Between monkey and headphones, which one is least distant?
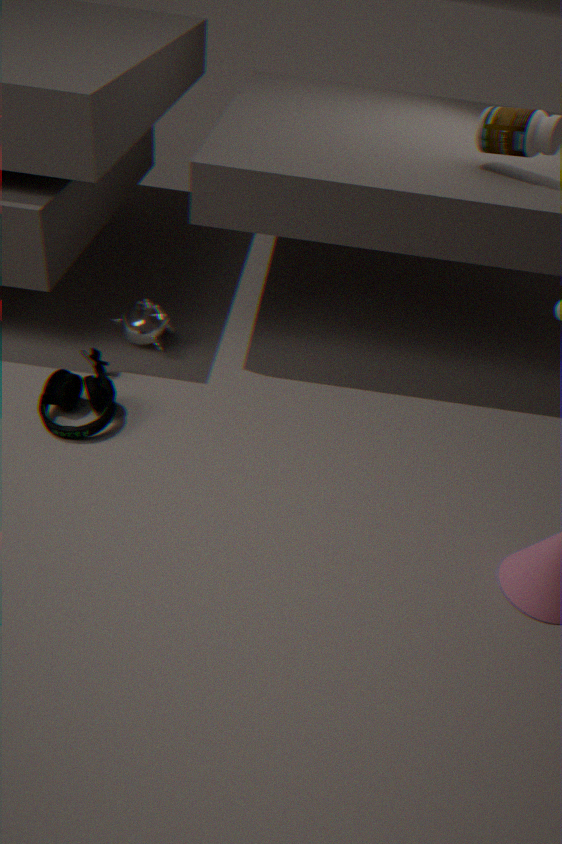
headphones
